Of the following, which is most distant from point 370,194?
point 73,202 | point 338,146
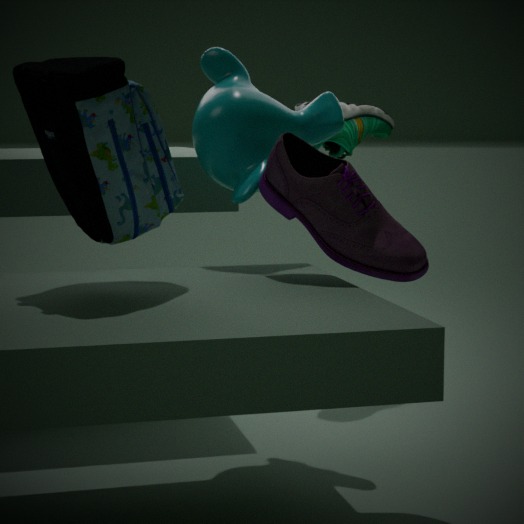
point 338,146
